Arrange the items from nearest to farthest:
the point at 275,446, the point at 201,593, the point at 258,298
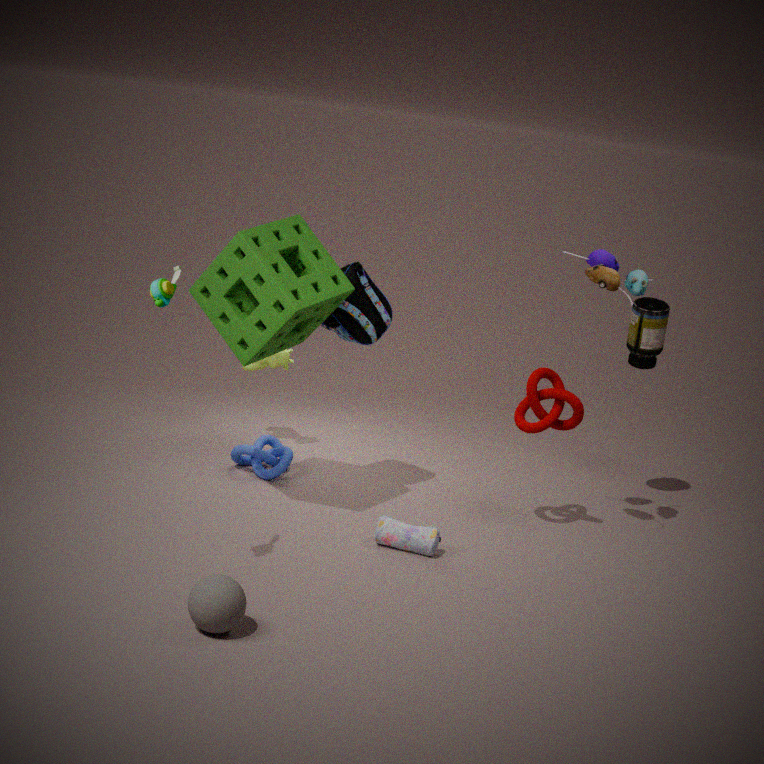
1. the point at 201,593
2. the point at 258,298
3. the point at 275,446
